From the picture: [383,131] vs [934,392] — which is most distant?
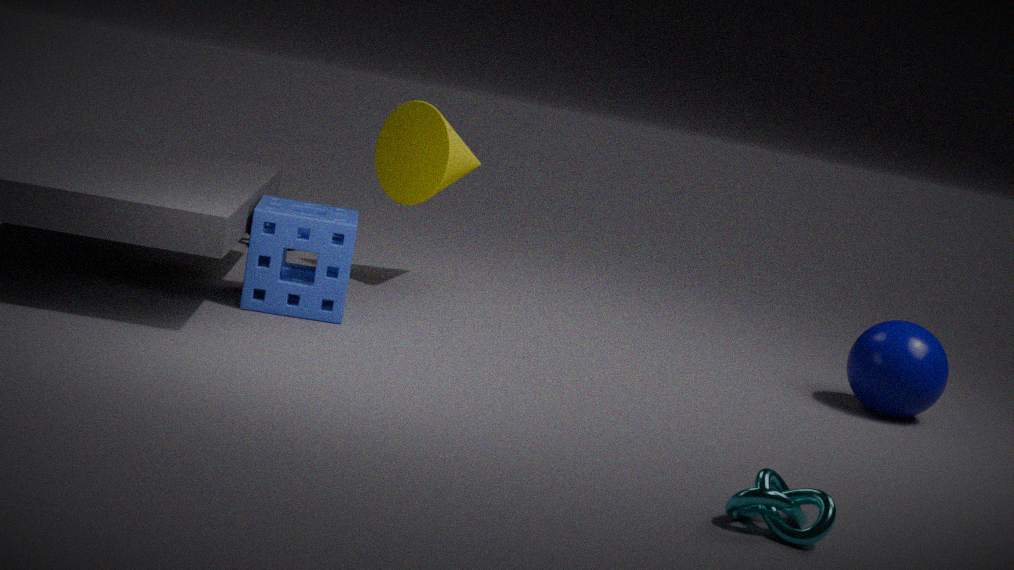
[383,131]
